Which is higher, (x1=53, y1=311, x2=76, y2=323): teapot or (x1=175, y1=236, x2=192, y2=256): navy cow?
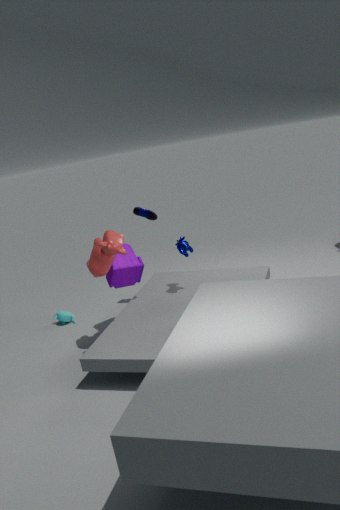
A: (x1=175, y1=236, x2=192, y2=256): navy cow
